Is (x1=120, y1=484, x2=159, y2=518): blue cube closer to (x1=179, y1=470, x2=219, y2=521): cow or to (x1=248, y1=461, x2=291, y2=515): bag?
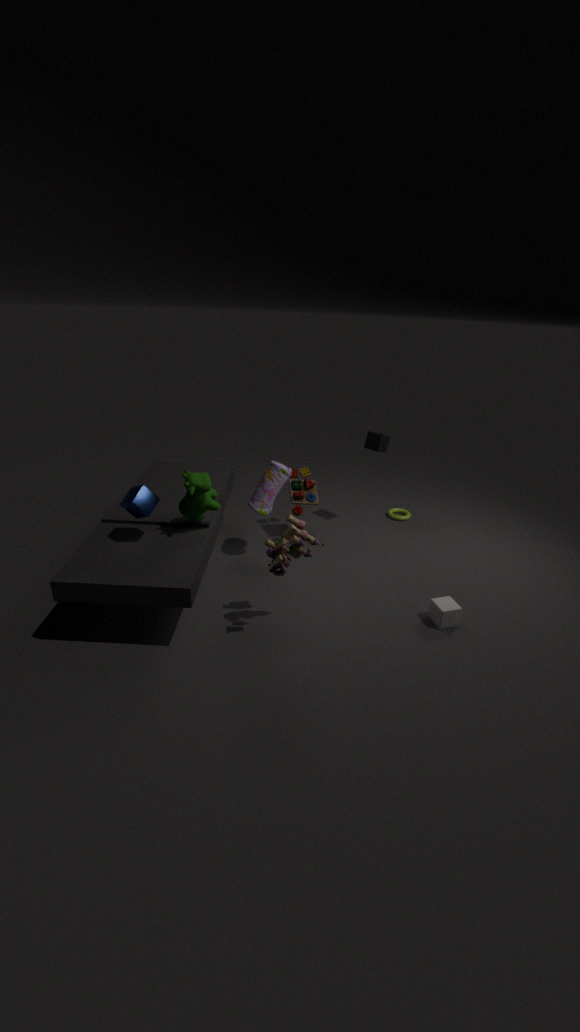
(x1=179, y1=470, x2=219, y2=521): cow
